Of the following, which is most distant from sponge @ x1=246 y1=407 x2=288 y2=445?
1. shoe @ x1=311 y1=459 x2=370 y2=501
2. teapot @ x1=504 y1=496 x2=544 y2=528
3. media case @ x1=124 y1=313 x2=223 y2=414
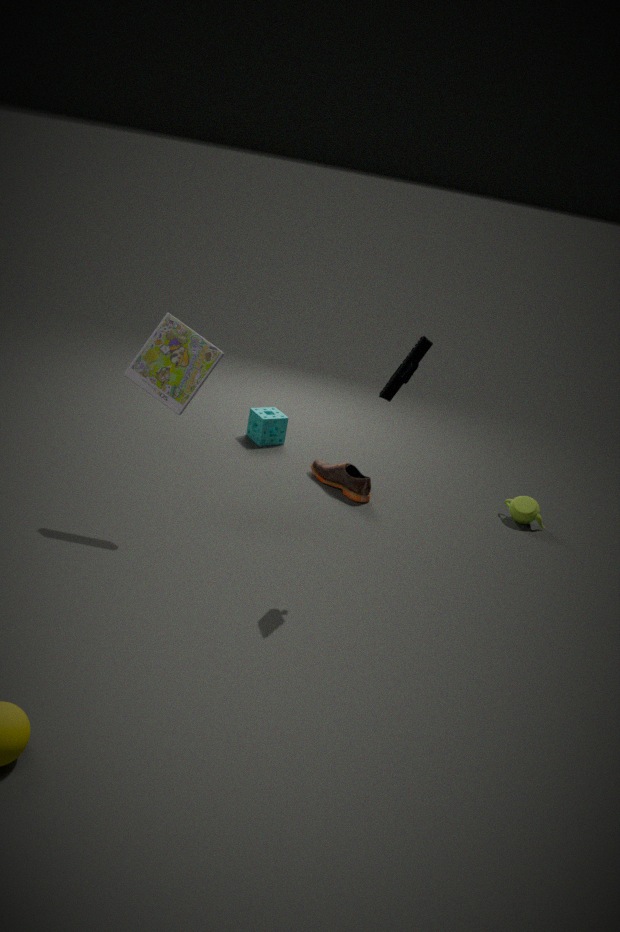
teapot @ x1=504 y1=496 x2=544 y2=528
